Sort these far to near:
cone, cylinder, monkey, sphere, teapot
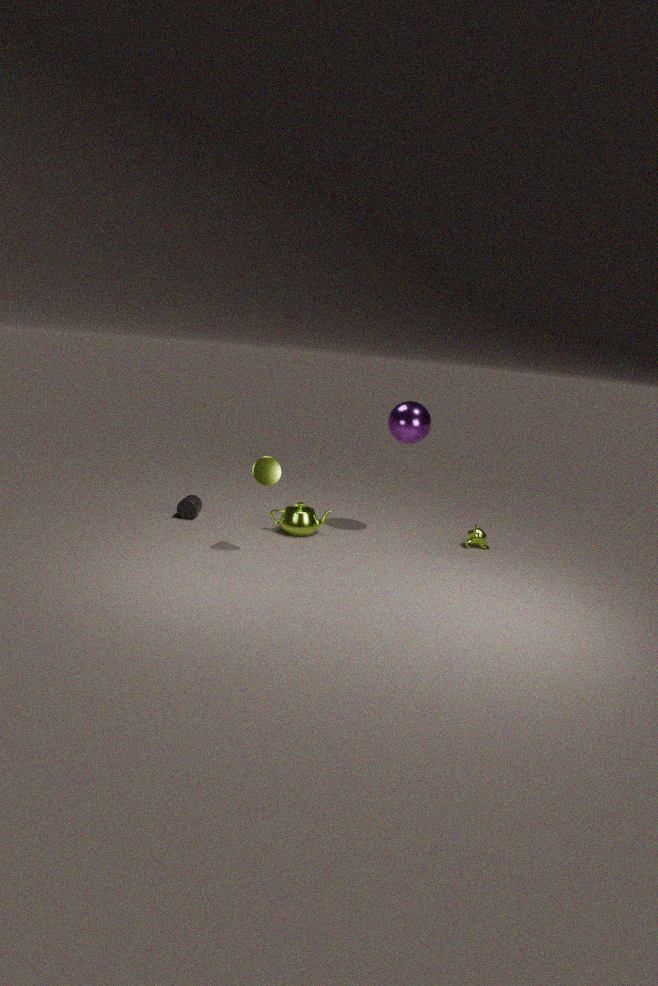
1. cylinder
2. monkey
3. teapot
4. sphere
5. cone
